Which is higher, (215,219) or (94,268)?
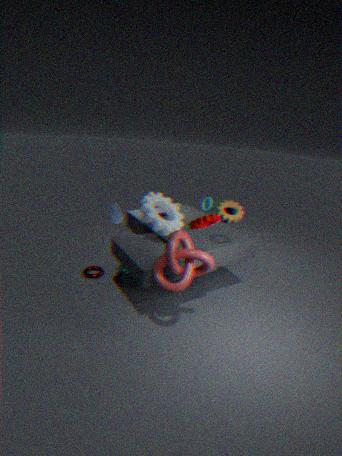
(215,219)
